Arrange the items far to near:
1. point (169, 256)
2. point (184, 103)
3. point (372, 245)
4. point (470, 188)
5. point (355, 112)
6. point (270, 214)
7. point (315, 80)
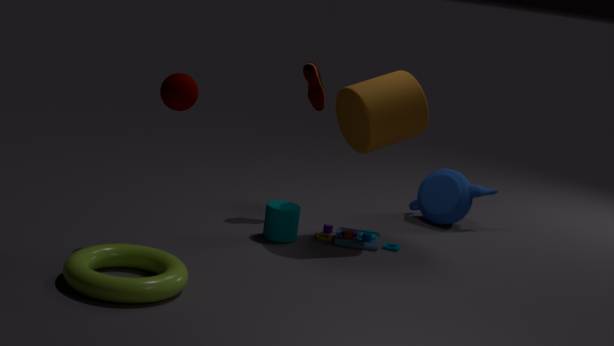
1. point (470, 188)
2. point (315, 80)
3. point (372, 245)
4. point (270, 214)
5. point (355, 112)
6. point (184, 103)
7. point (169, 256)
